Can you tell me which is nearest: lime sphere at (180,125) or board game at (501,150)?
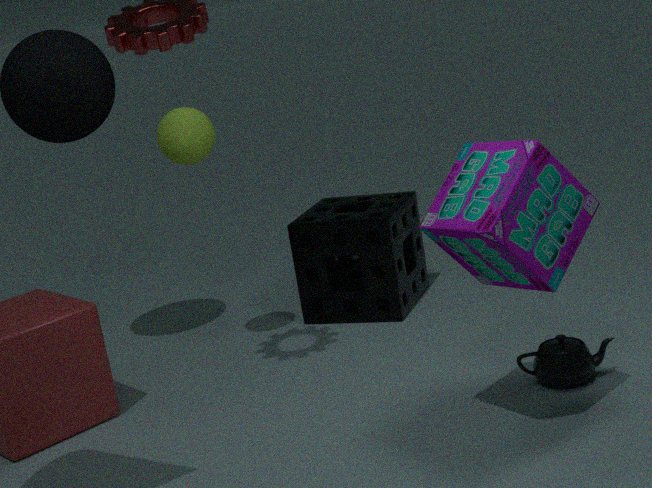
board game at (501,150)
